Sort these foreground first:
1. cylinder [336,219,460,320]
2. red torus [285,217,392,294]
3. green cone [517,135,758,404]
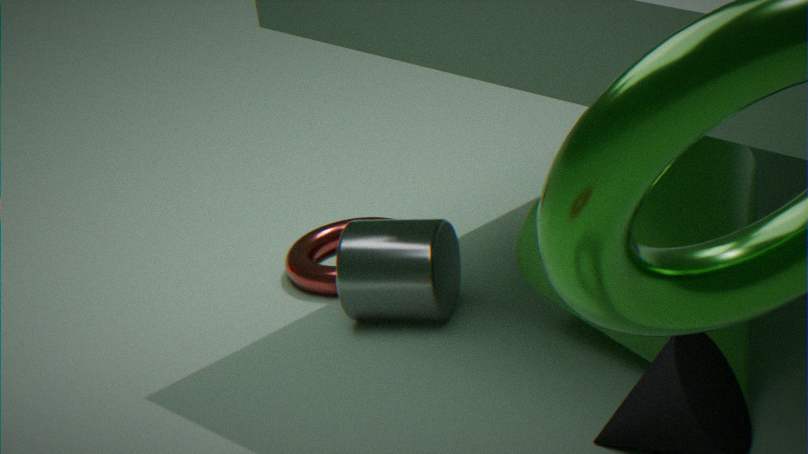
green cone [517,135,758,404] → cylinder [336,219,460,320] → red torus [285,217,392,294]
